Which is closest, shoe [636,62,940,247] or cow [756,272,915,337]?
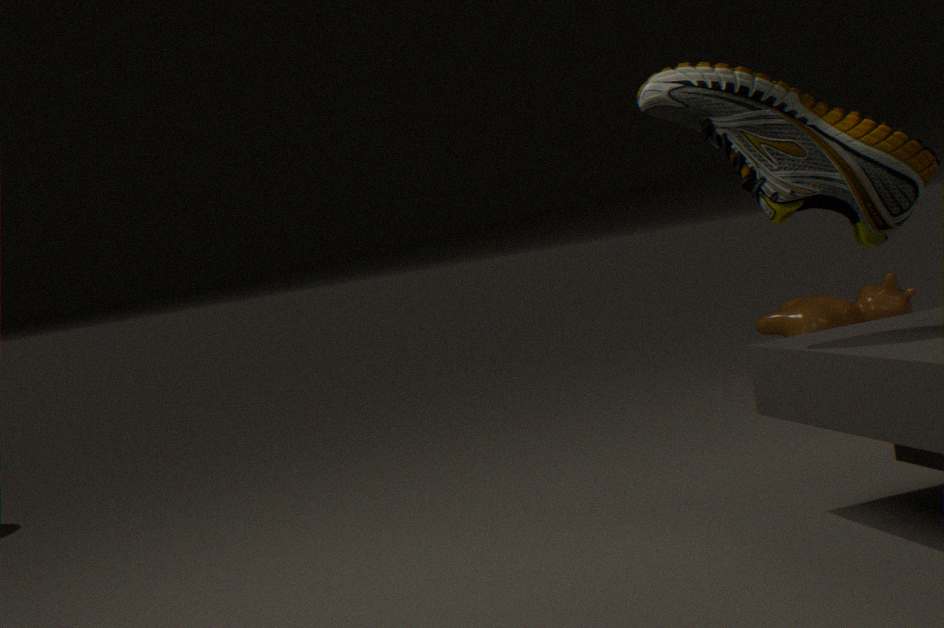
shoe [636,62,940,247]
